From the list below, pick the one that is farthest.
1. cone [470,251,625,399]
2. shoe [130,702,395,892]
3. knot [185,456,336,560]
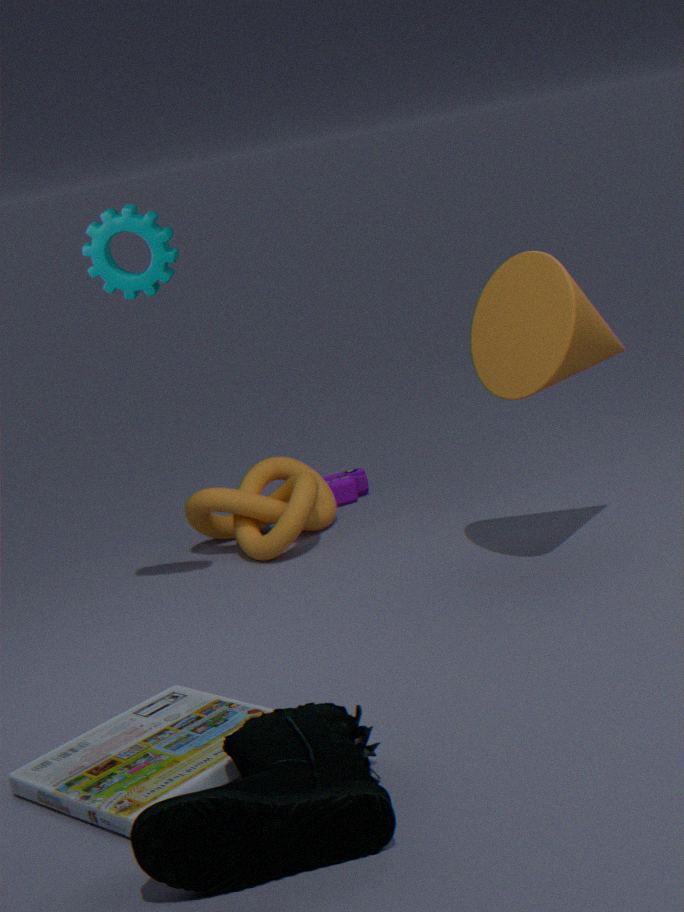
knot [185,456,336,560]
